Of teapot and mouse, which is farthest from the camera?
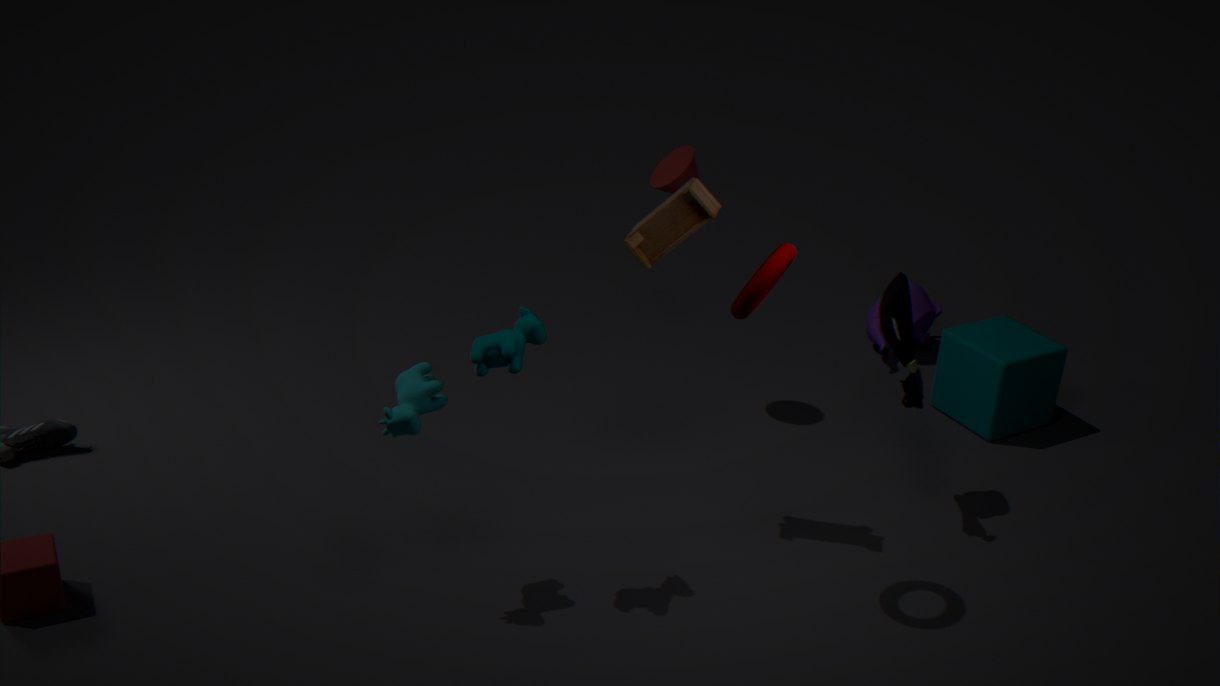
teapot
